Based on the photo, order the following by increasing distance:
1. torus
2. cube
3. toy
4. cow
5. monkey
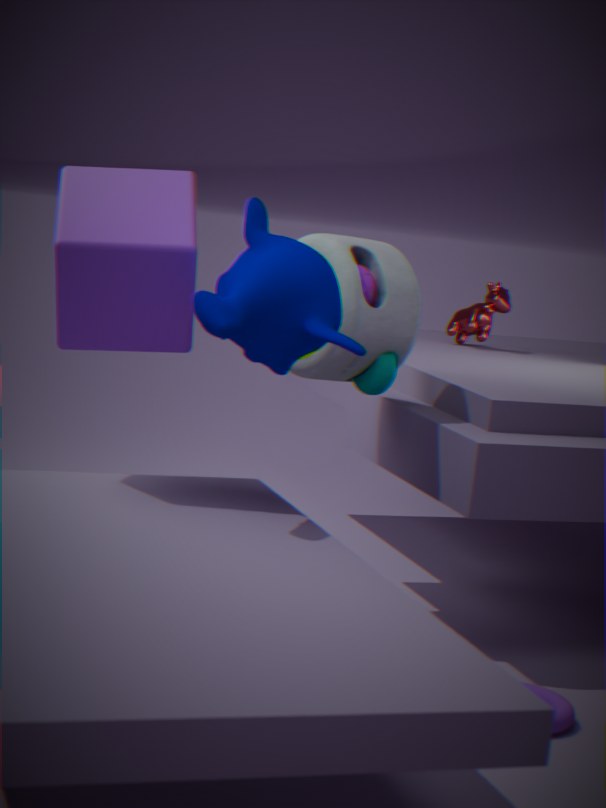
monkey → torus → cube → toy → cow
